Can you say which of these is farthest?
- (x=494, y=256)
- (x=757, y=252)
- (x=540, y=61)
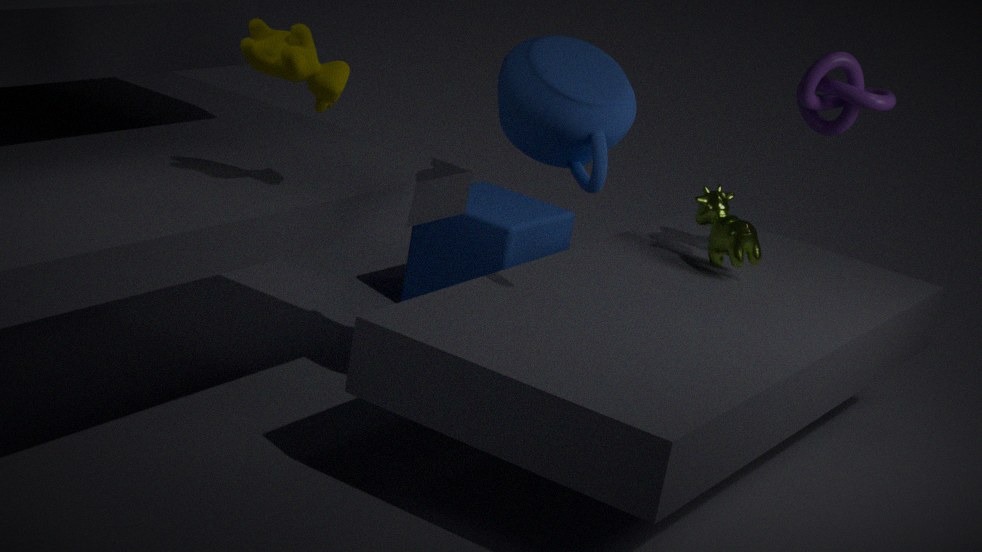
(x=494, y=256)
